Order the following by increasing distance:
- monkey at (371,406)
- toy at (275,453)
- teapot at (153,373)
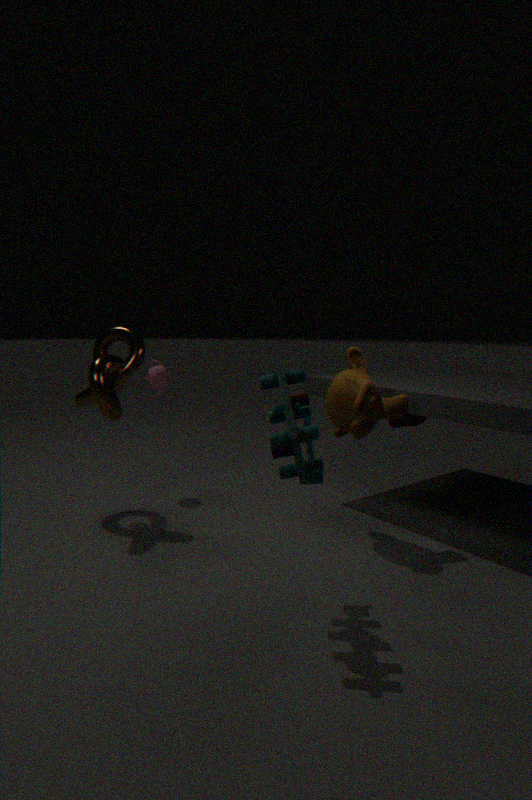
toy at (275,453)
monkey at (371,406)
teapot at (153,373)
